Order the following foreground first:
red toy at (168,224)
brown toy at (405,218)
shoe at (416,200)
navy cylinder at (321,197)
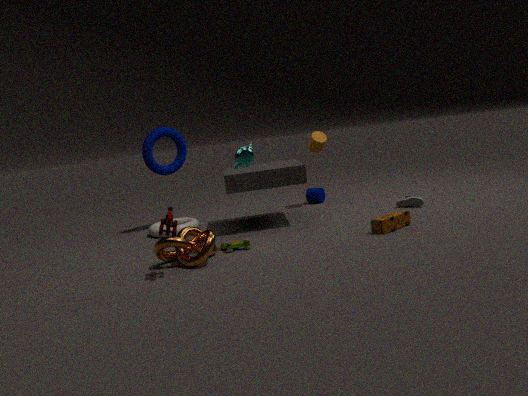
1. red toy at (168,224)
2. brown toy at (405,218)
3. shoe at (416,200)
4. navy cylinder at (321,197)
